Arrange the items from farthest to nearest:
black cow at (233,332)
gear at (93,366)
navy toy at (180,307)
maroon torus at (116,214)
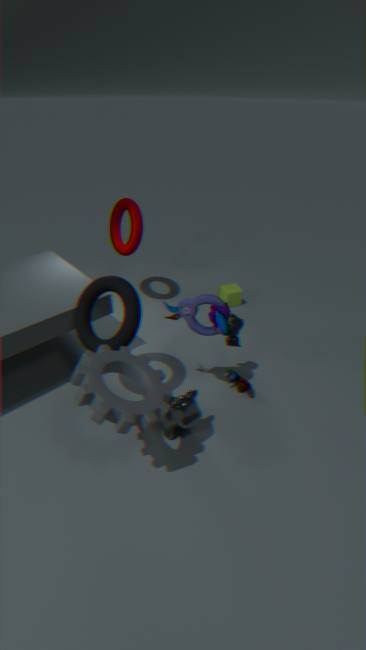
1. maroon torus at (116,214)
2. black cow at (233,332)
3. navy toy at (180,307)
4. gear at (93,366)
